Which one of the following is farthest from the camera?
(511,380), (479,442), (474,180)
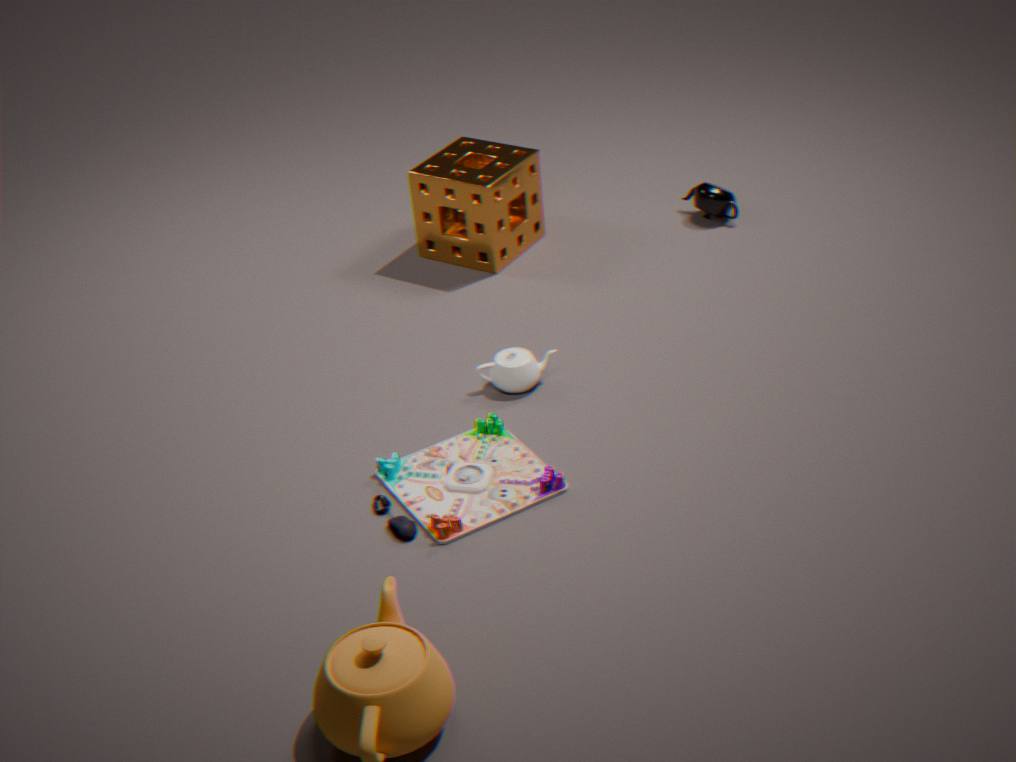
(474,180)
